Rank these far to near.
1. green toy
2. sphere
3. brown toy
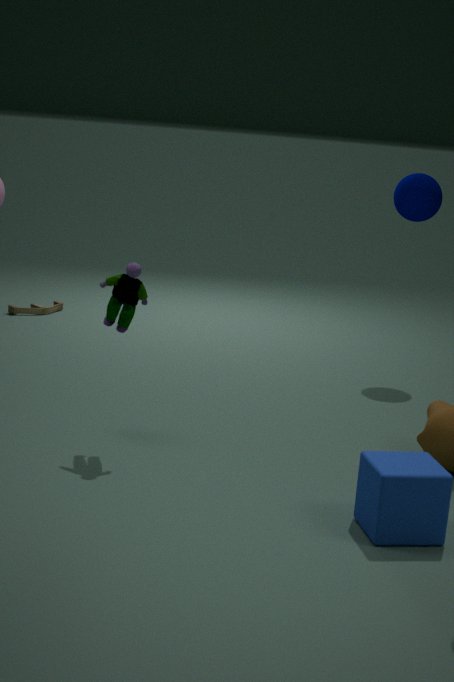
1. brown toy
2. sphere
3. green toy
